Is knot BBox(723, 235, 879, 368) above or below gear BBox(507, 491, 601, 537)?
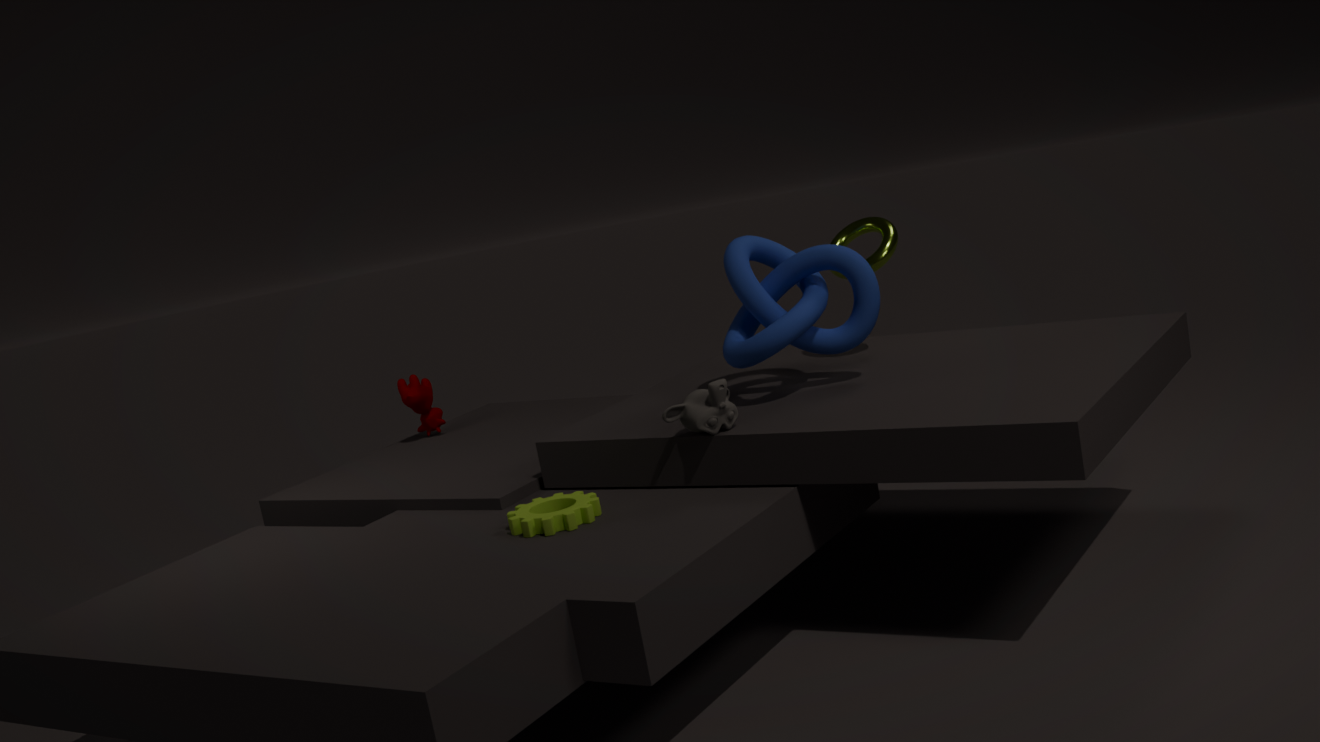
above
